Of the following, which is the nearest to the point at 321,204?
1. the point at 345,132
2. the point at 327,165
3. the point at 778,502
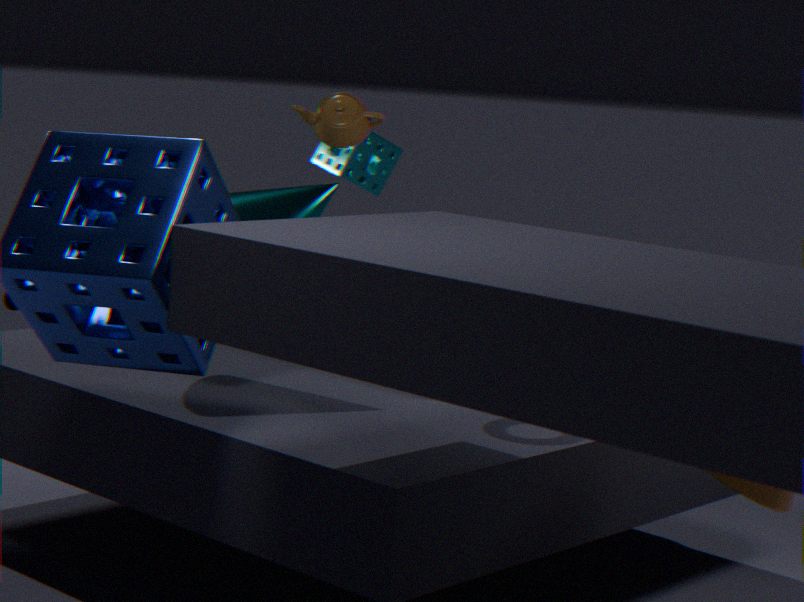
the point at 345,132
